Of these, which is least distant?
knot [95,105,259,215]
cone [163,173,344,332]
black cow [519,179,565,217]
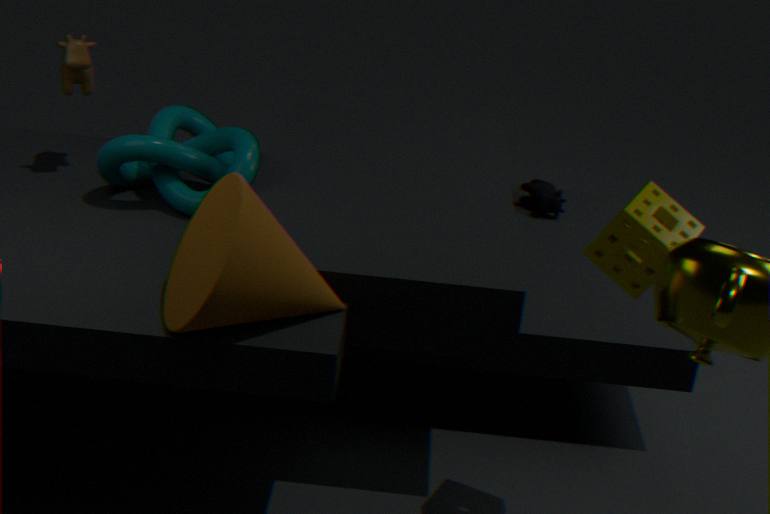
cone [163,173,344,332]
